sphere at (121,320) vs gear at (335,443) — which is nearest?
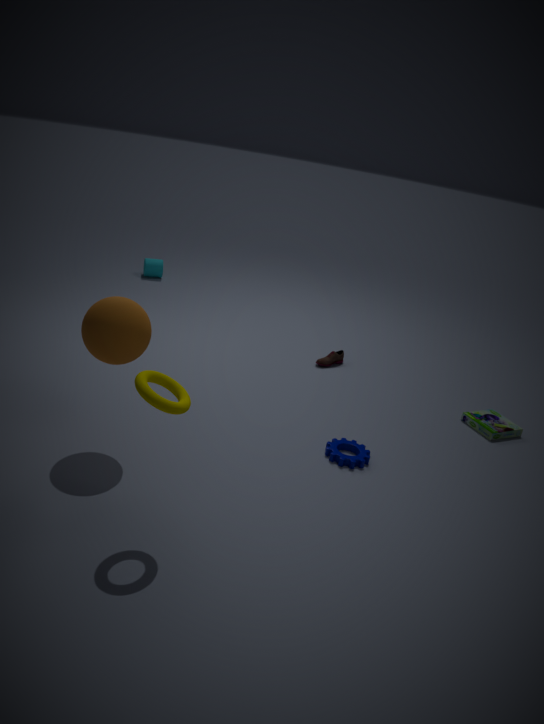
sphere at (121,320)
